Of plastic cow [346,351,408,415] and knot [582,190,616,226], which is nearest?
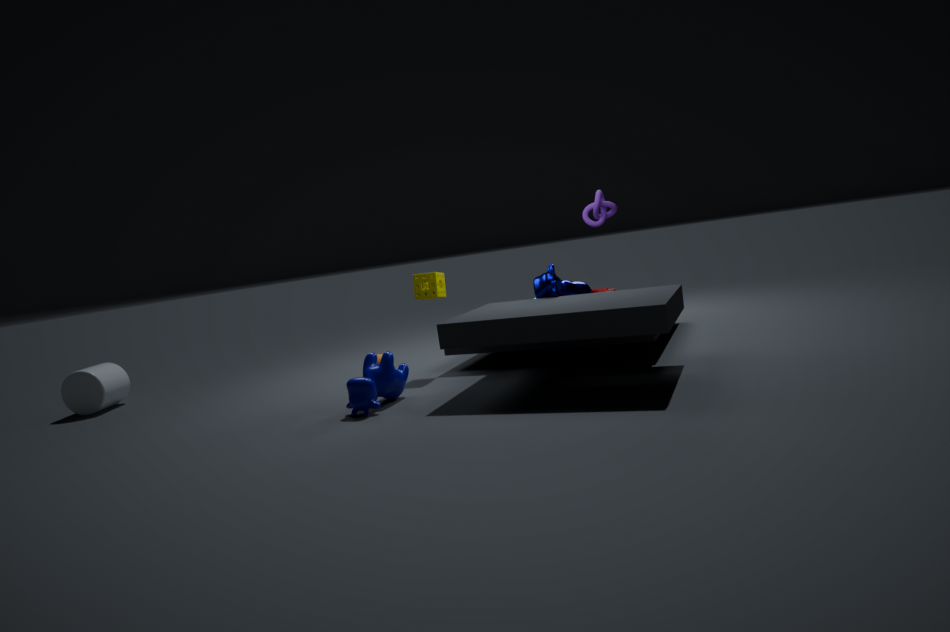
plastic cow [346,351,408,415]
